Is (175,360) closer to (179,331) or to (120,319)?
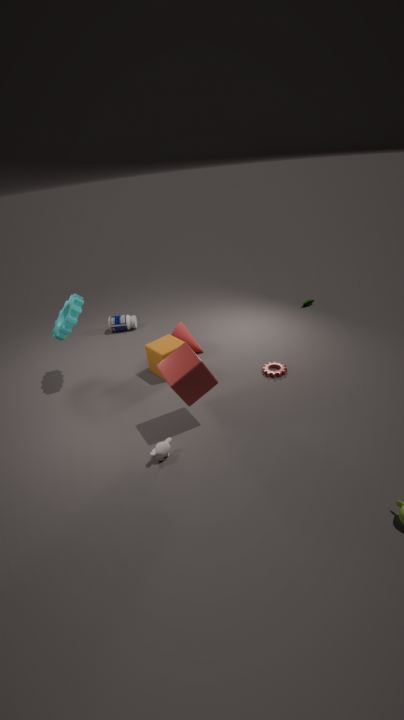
(179,331)
